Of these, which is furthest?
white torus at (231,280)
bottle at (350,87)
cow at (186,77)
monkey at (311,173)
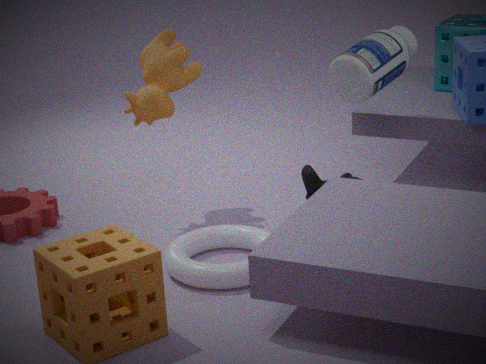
cow at (186,77)
